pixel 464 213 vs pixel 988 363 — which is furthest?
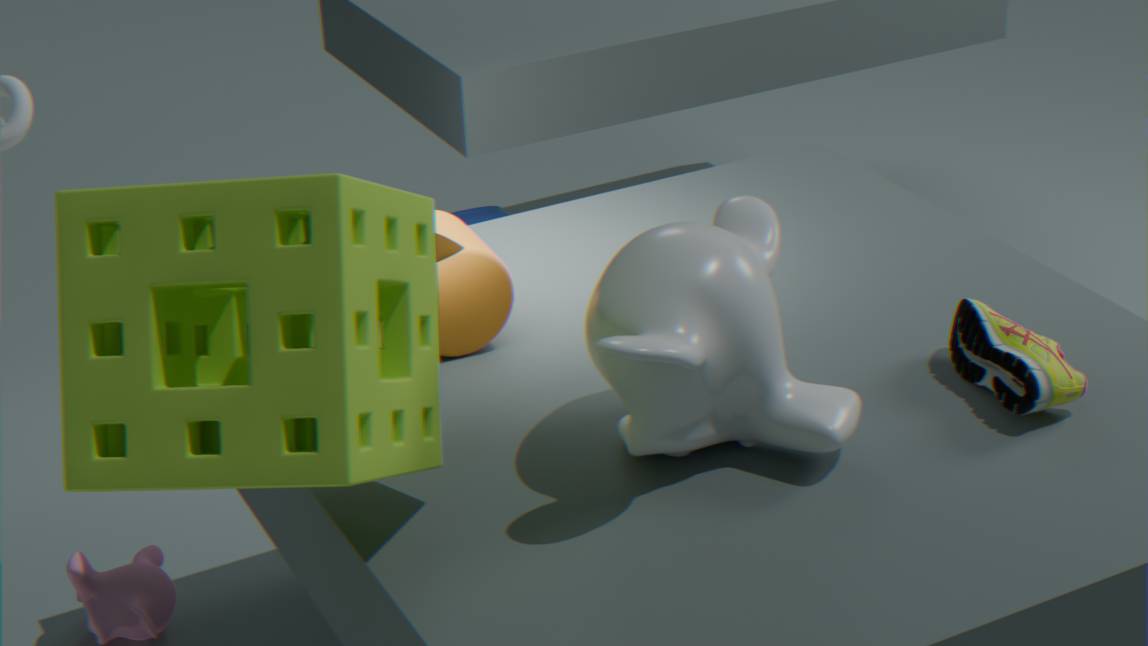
pixel 464 213
